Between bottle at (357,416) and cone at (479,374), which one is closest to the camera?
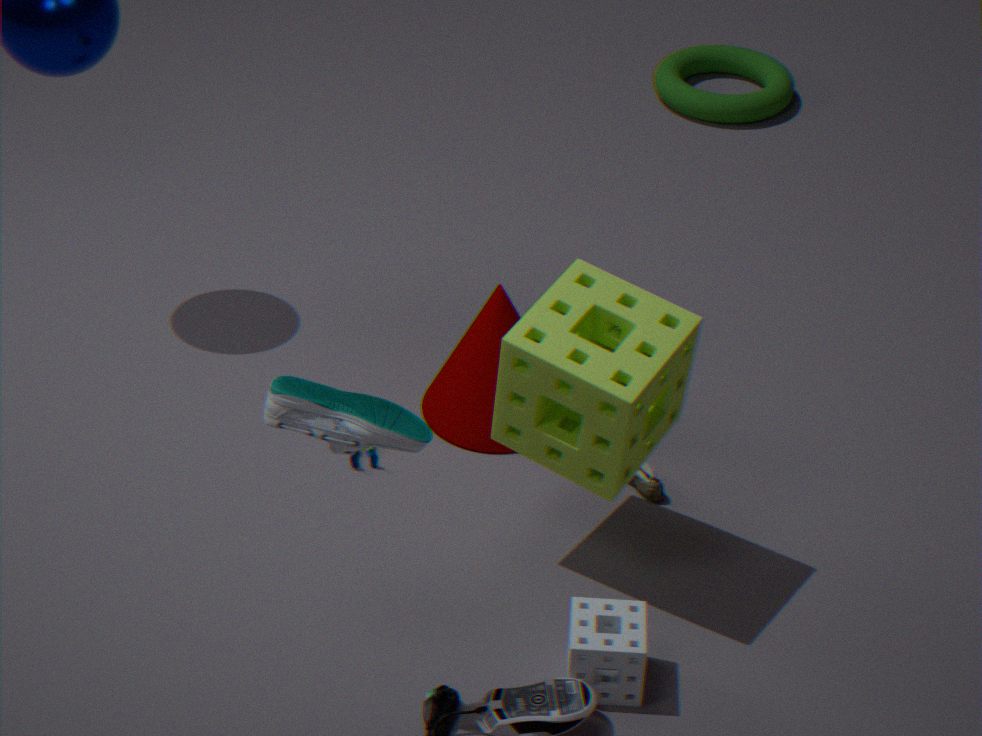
bottle at (357,416)
